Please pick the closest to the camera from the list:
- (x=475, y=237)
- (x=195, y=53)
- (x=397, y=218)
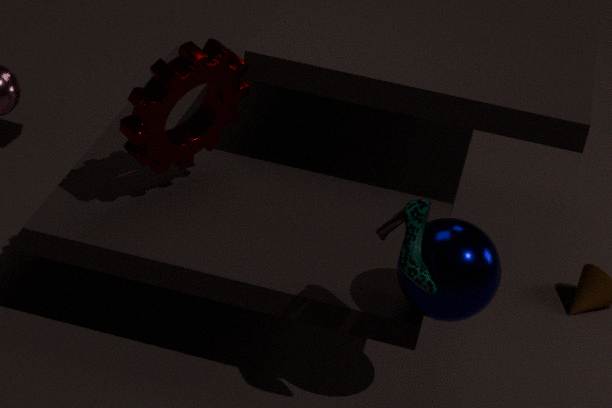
(x=397, y=218)
